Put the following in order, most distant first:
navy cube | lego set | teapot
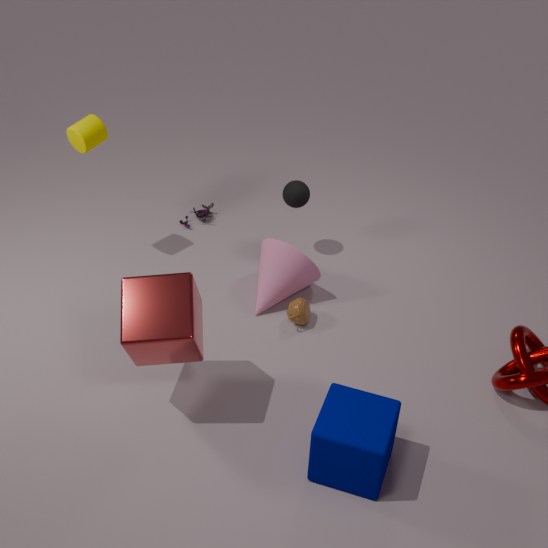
lego set < teapot < navy cube
